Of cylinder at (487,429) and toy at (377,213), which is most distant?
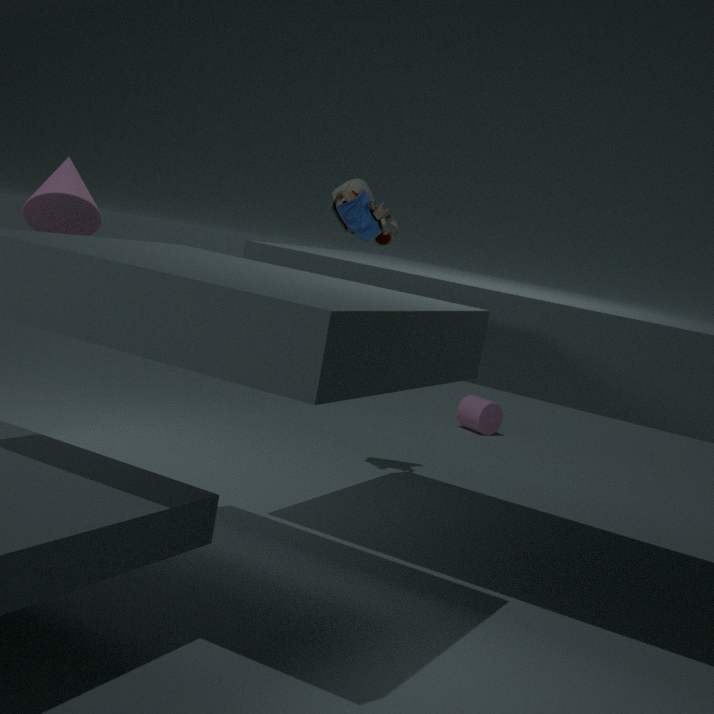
cylinder at (487,429)
